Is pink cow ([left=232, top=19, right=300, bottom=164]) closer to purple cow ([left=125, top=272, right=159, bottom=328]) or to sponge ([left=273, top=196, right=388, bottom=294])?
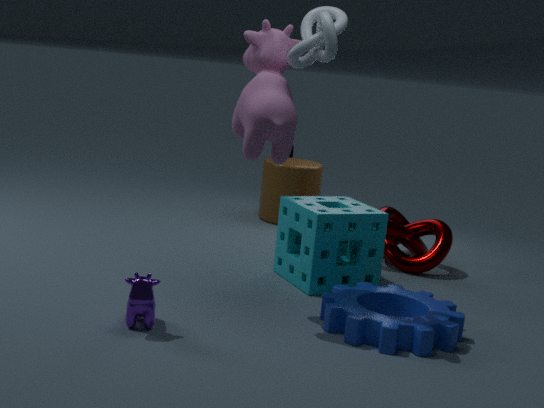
sponge ([left=273, top=196, right=388, bottom=294])
